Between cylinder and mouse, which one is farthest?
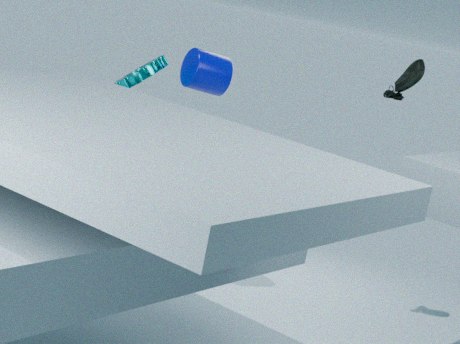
mouse
